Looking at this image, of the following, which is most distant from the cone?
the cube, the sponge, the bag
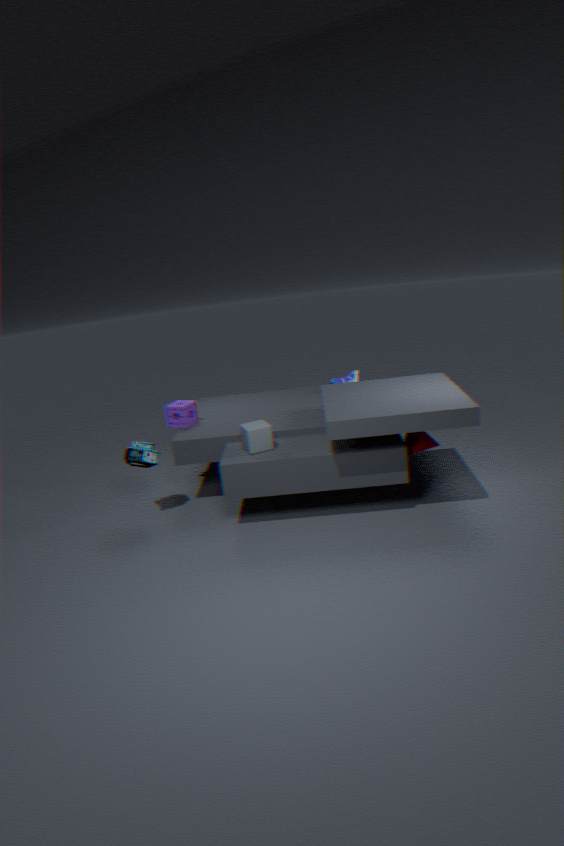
the bag
